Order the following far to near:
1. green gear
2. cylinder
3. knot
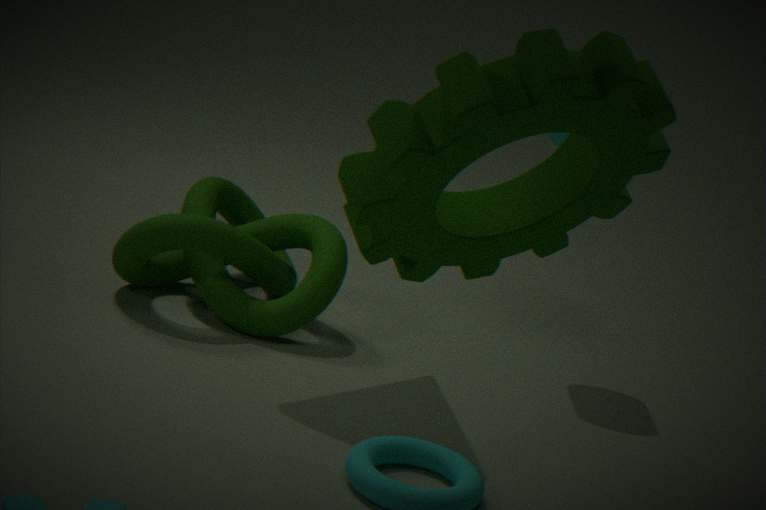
cylinder < knot < green gear
